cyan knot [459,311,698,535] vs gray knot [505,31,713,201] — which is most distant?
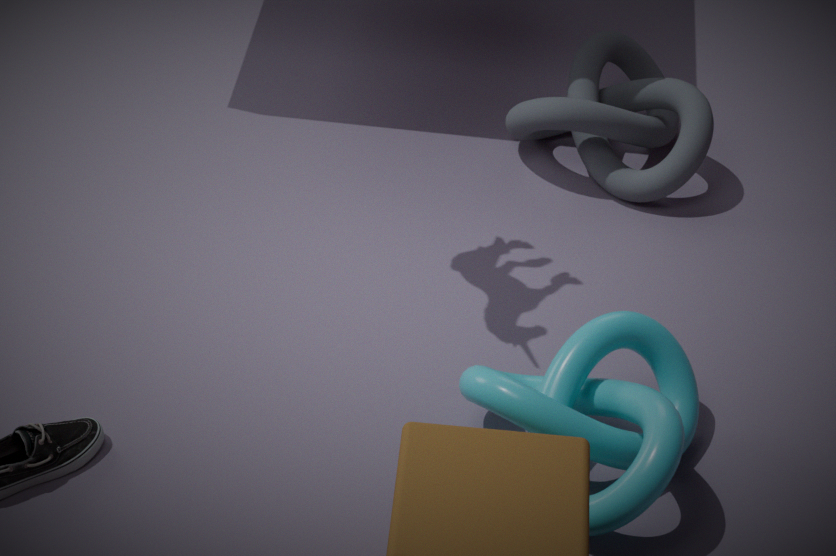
gray knot [505,31,713,201]
